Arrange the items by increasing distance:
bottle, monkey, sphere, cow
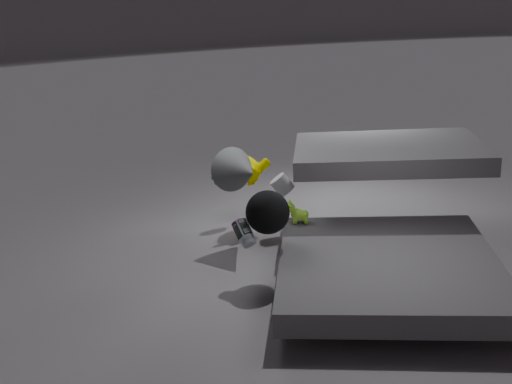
sphere → bottle → cow → monkey
